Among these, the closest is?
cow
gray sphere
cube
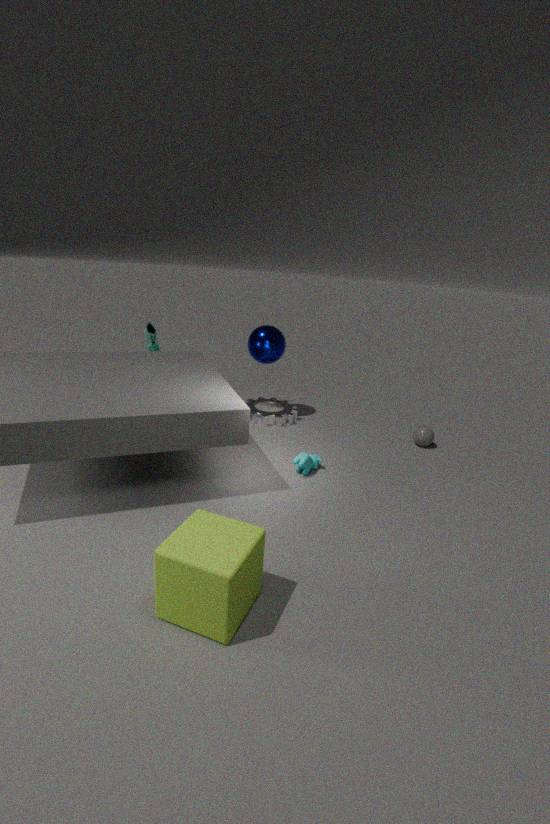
cube
